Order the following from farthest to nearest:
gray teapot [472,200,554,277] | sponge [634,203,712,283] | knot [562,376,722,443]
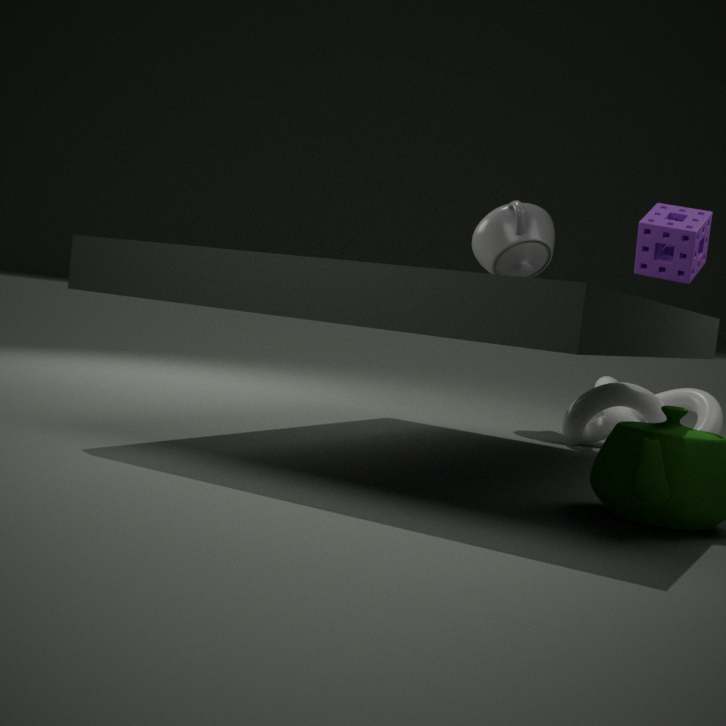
gray teapot [472,200,554,277] < knot [562,376,722,443] < sponge [634,203,712,283]
